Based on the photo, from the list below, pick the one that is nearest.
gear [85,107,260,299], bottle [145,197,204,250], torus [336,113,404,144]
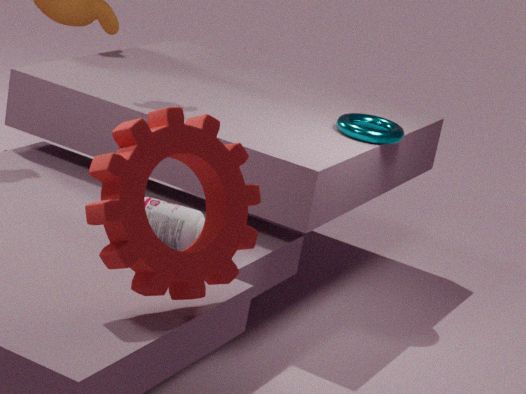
gear [85,107,260,299]
